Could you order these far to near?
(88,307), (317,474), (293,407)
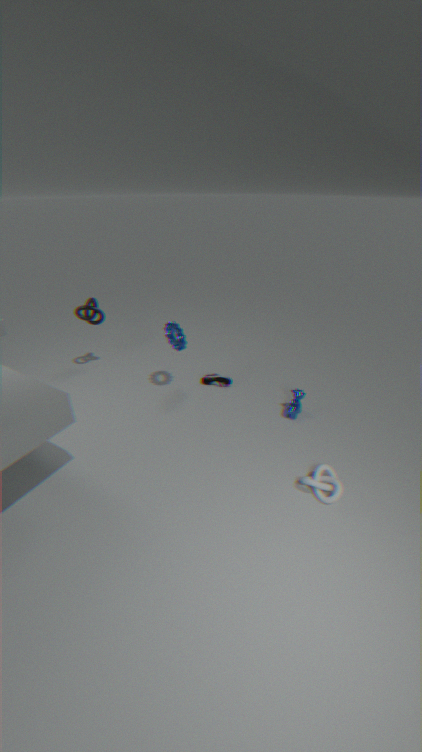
(88,307)
(293,407)
(317,474)
